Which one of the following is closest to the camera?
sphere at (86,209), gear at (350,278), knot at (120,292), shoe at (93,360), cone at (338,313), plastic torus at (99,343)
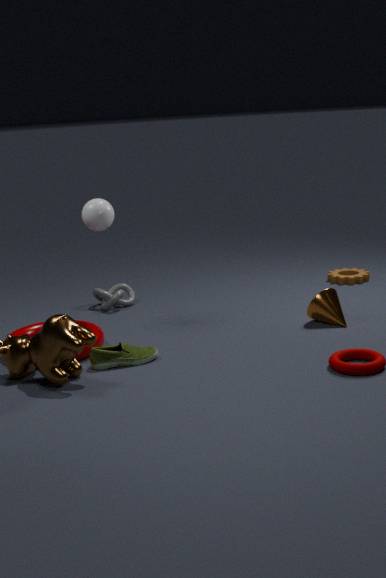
shoe at (93,360)
